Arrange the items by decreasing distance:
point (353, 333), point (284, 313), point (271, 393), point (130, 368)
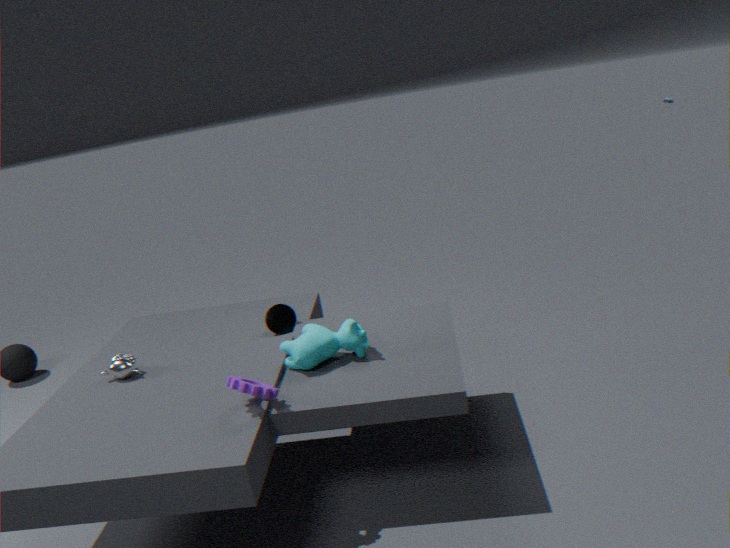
1. point (284, 313)
2. point (130, 368)
3. point (353, 333)
4. point (271, 393)
